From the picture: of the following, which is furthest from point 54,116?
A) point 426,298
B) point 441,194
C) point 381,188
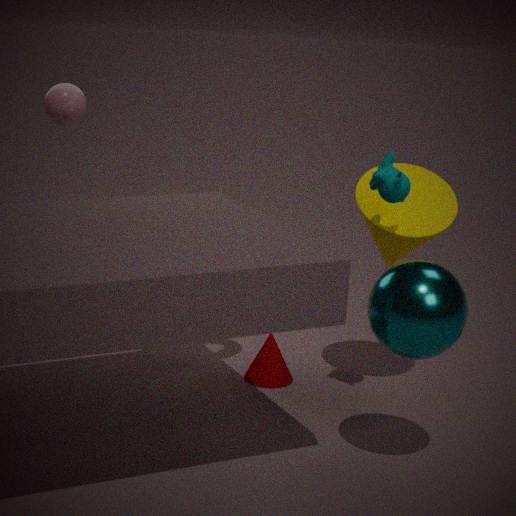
point 426,298
